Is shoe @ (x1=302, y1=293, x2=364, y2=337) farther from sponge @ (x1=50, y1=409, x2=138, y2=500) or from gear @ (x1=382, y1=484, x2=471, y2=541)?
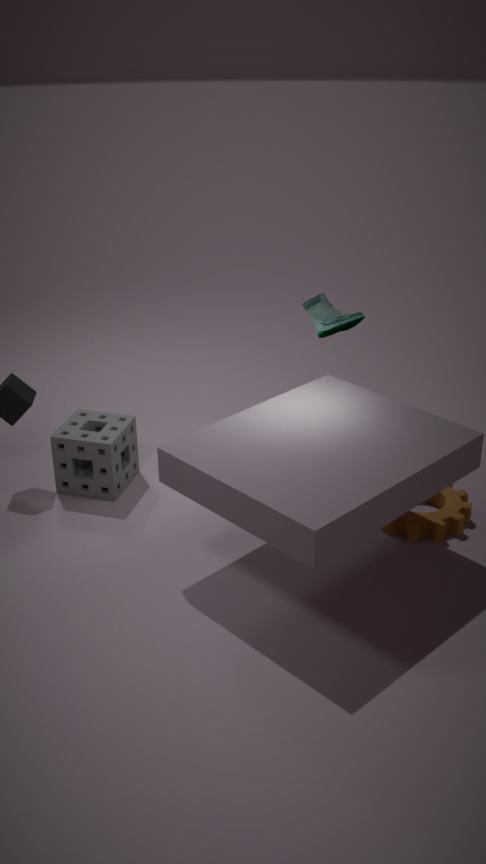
sponge @ (x1=50, y1=409, x2=138, y2=500)
